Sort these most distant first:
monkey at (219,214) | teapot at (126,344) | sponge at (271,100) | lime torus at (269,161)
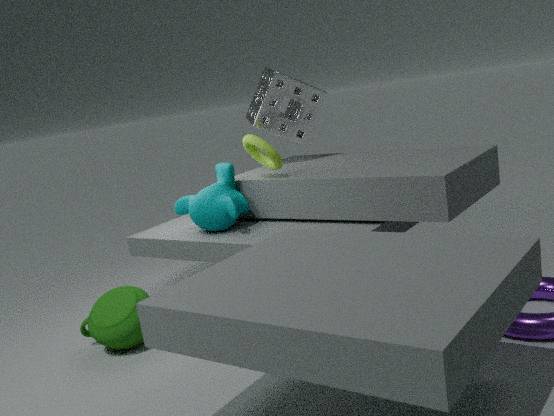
1. sponge at (271,100)
2. monkey at (219,214)
3. lime torus at (269,161)
4. teapot at (126,344)
